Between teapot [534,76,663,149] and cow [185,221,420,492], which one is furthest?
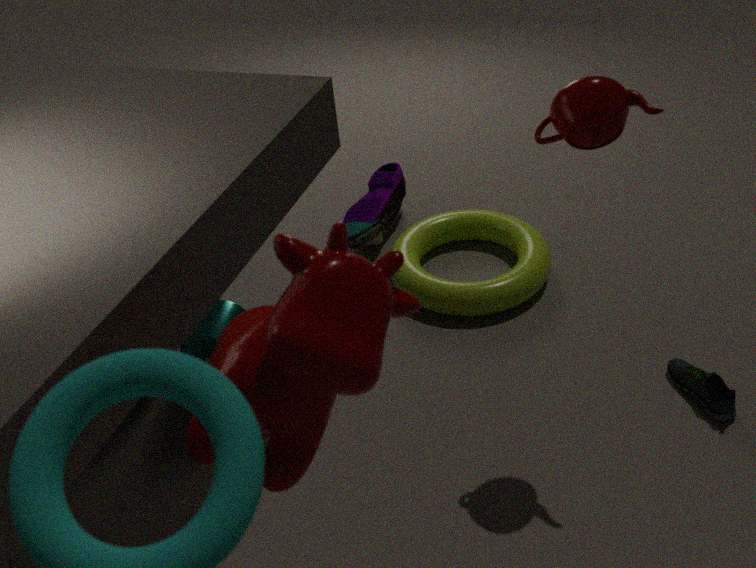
teapot [534,76,663,149]
